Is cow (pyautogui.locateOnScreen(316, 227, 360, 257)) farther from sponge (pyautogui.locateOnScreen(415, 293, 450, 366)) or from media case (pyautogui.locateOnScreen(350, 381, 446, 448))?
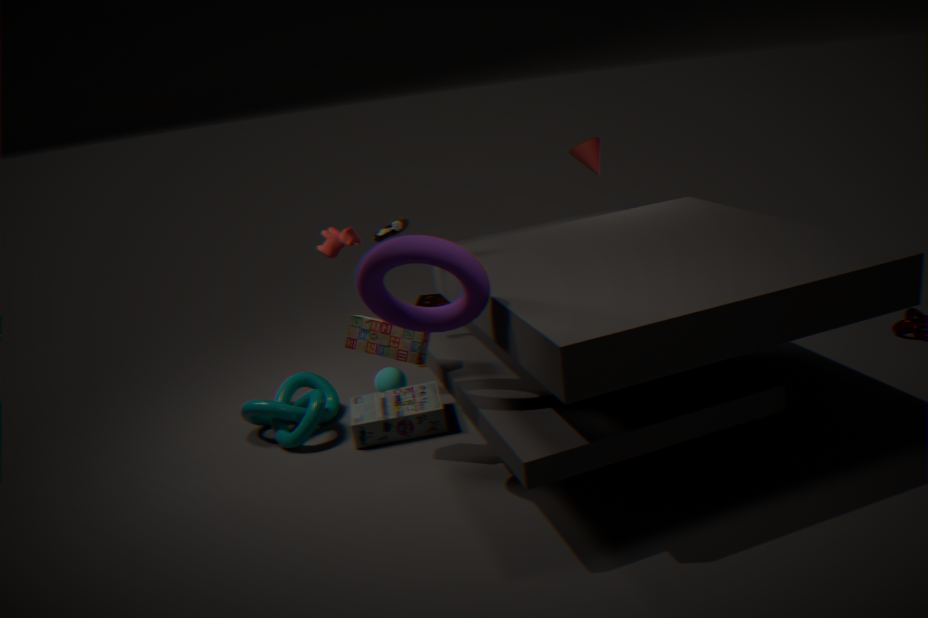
media case (pyautogui.locateOnScreen(350, 381, 446, 448))
